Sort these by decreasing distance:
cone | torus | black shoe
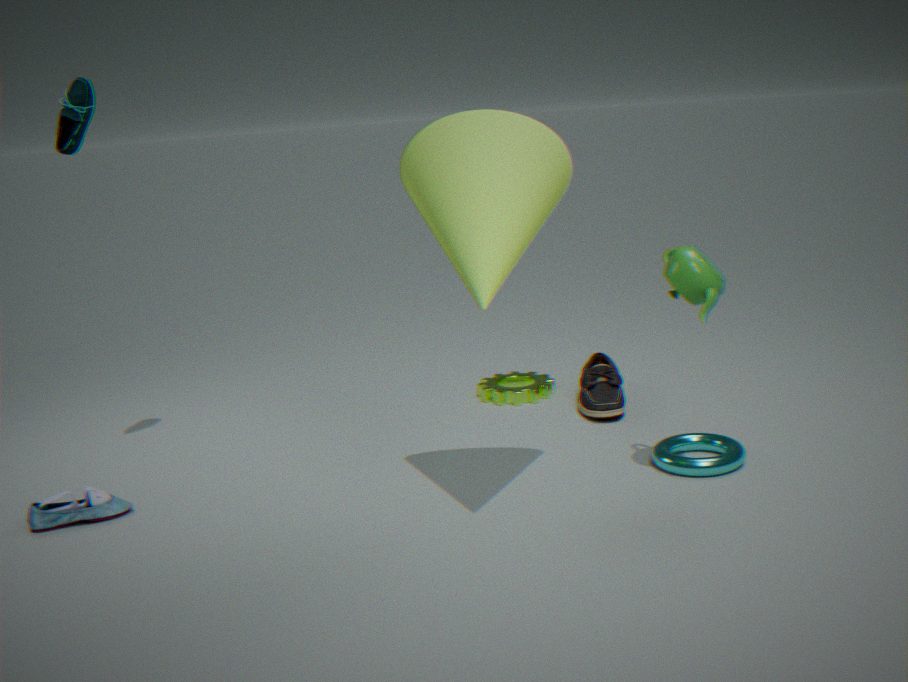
black shoe → torus → cone
